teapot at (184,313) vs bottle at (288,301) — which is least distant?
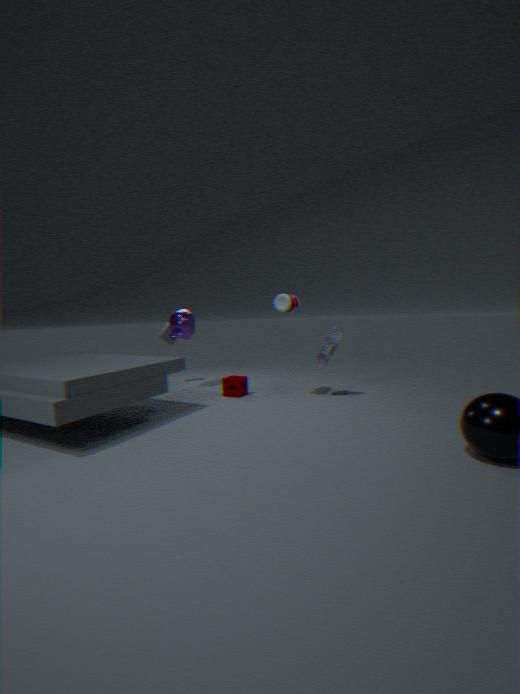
bottle at (288,301)
